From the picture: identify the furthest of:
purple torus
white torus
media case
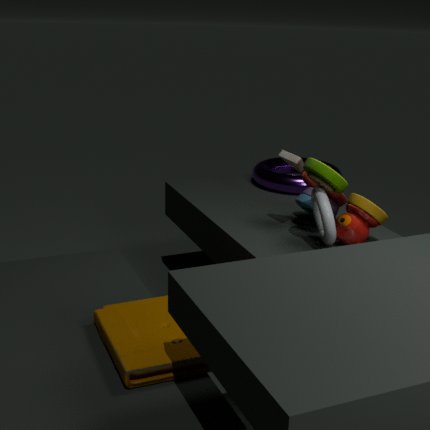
purple torus
